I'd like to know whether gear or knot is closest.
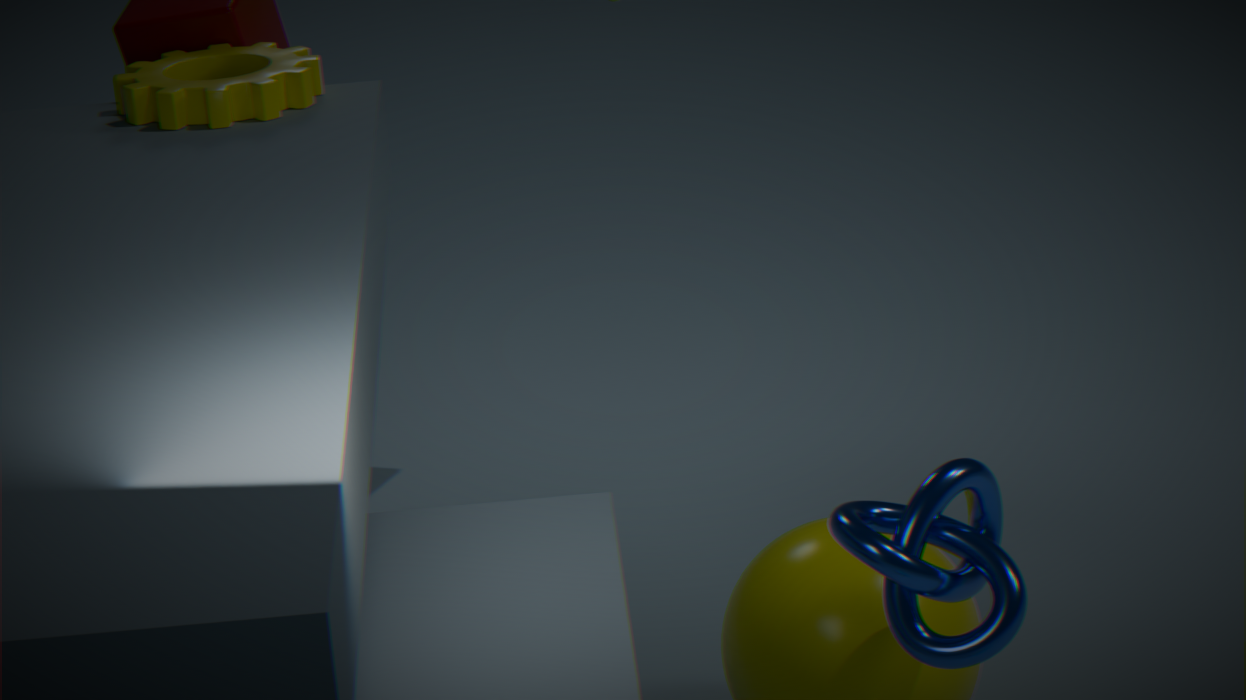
knot
